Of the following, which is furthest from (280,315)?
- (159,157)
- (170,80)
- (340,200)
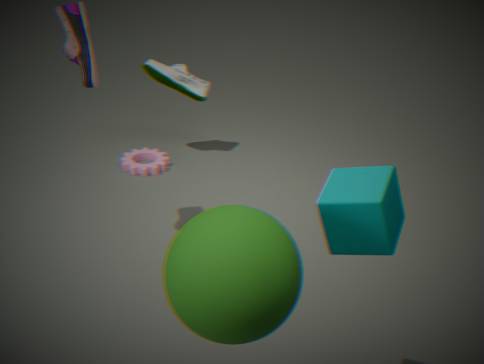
(170,80)
